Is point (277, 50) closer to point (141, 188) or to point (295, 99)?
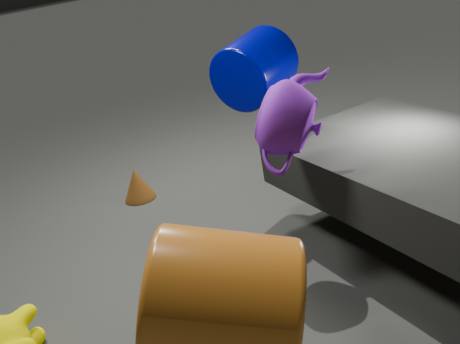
point (295, 99)
